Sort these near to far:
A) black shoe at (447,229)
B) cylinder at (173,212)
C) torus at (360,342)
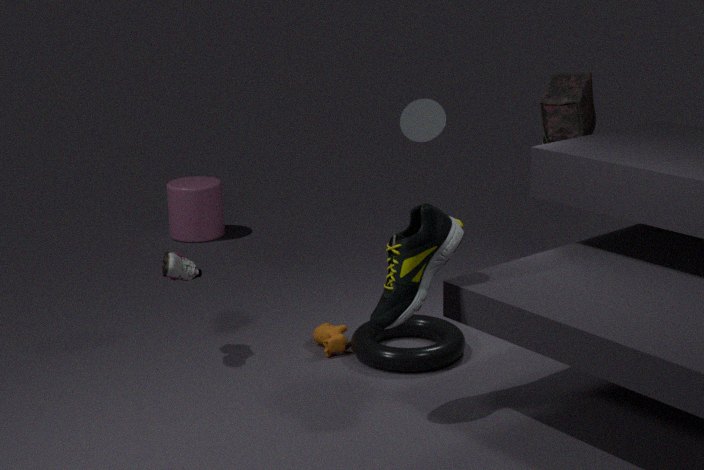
1. black shoe at (447,229)
2. torus at (360,342)
3. cylinder at (173,212)
